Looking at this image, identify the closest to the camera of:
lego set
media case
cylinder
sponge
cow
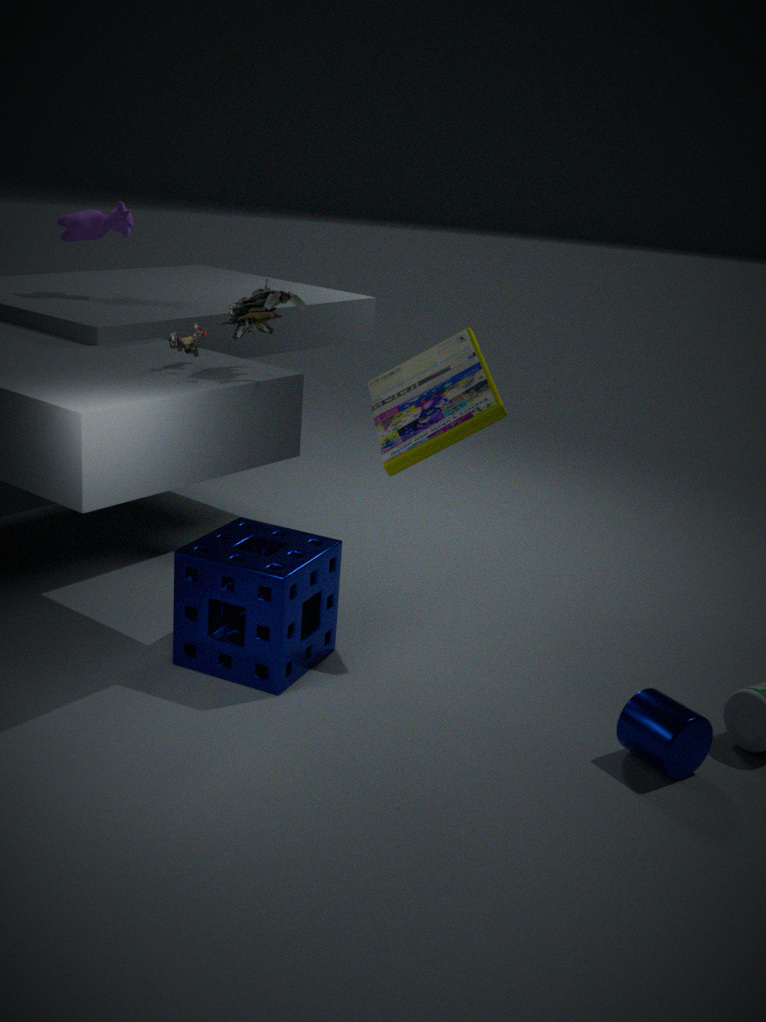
cylinder
